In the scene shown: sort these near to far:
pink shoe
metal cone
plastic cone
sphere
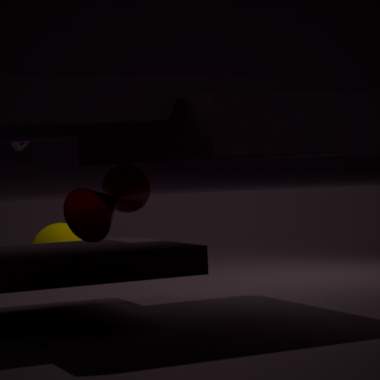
metal cone → plastic cone → pink shoe → sphere
